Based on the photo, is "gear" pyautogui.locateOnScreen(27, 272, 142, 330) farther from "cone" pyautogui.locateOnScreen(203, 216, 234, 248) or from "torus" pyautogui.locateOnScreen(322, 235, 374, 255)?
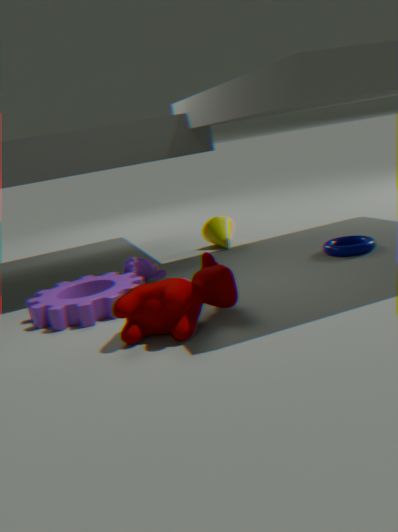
"torus" pyautogui.locateOnScreen(322, 235, 374, 255)
